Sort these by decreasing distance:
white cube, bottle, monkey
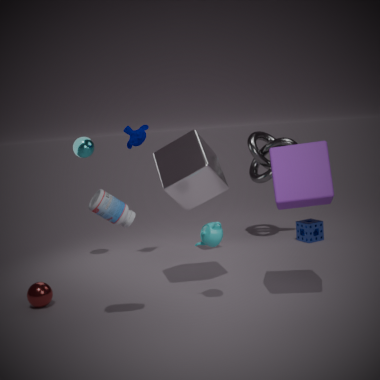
monkey, white cube, bottle
